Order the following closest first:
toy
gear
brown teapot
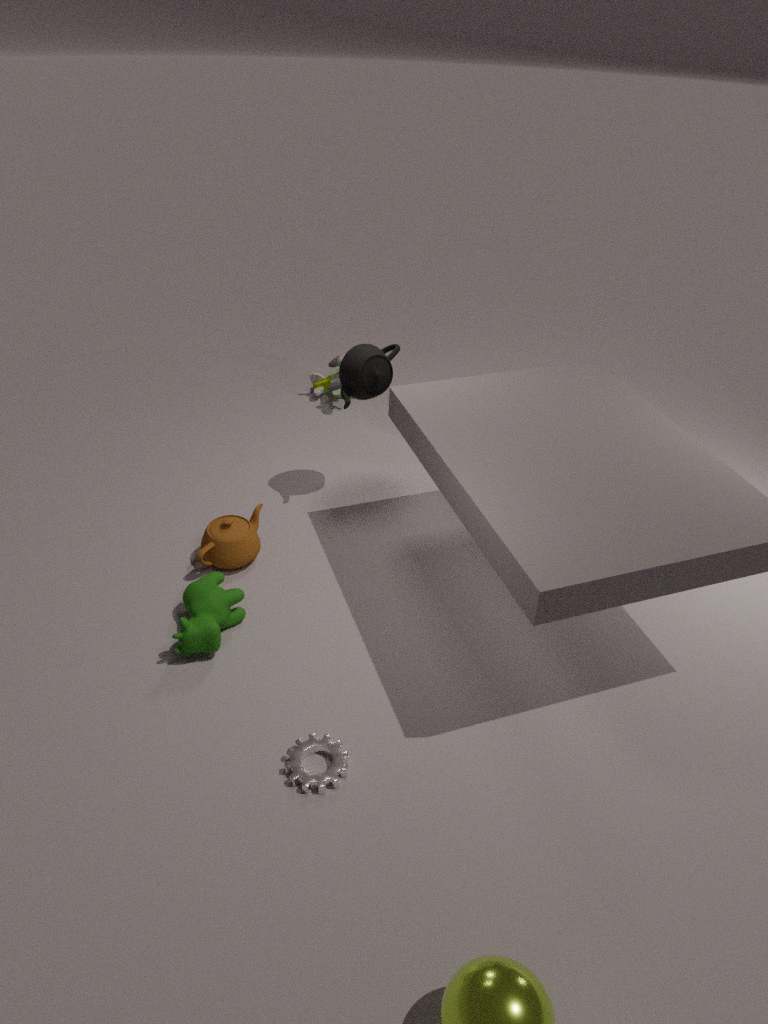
gear
brown teapot
toy
